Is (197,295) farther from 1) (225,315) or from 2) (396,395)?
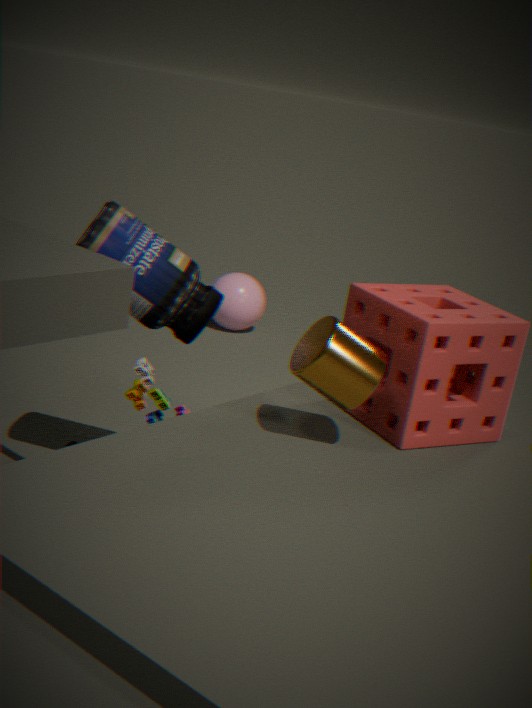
1) (225,315)
